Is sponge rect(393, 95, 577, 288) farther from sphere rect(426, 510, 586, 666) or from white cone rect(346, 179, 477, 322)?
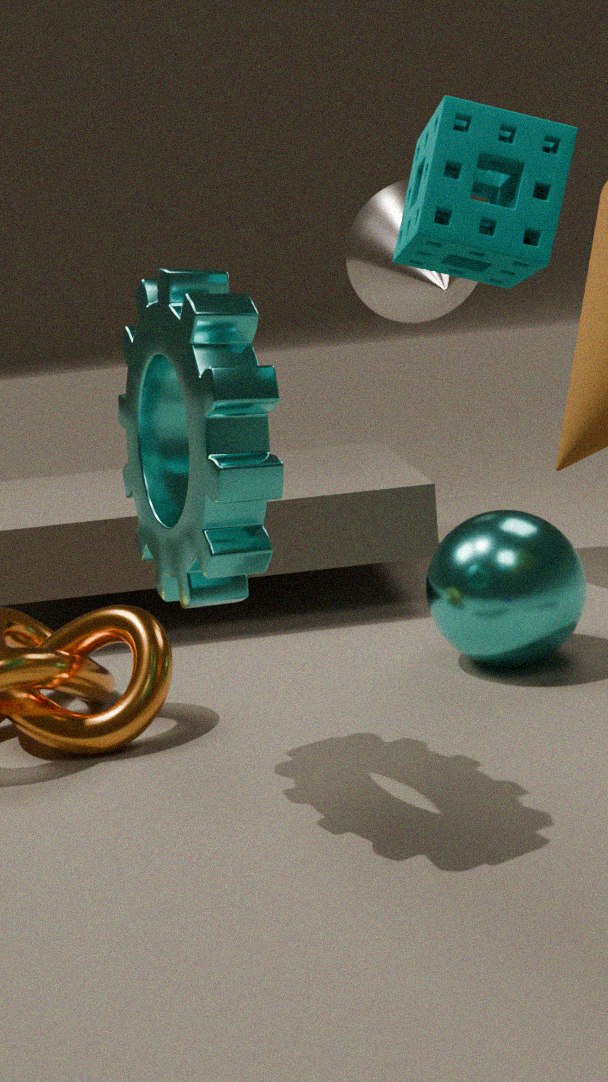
white cone rect(346, 179, 477, 322)
